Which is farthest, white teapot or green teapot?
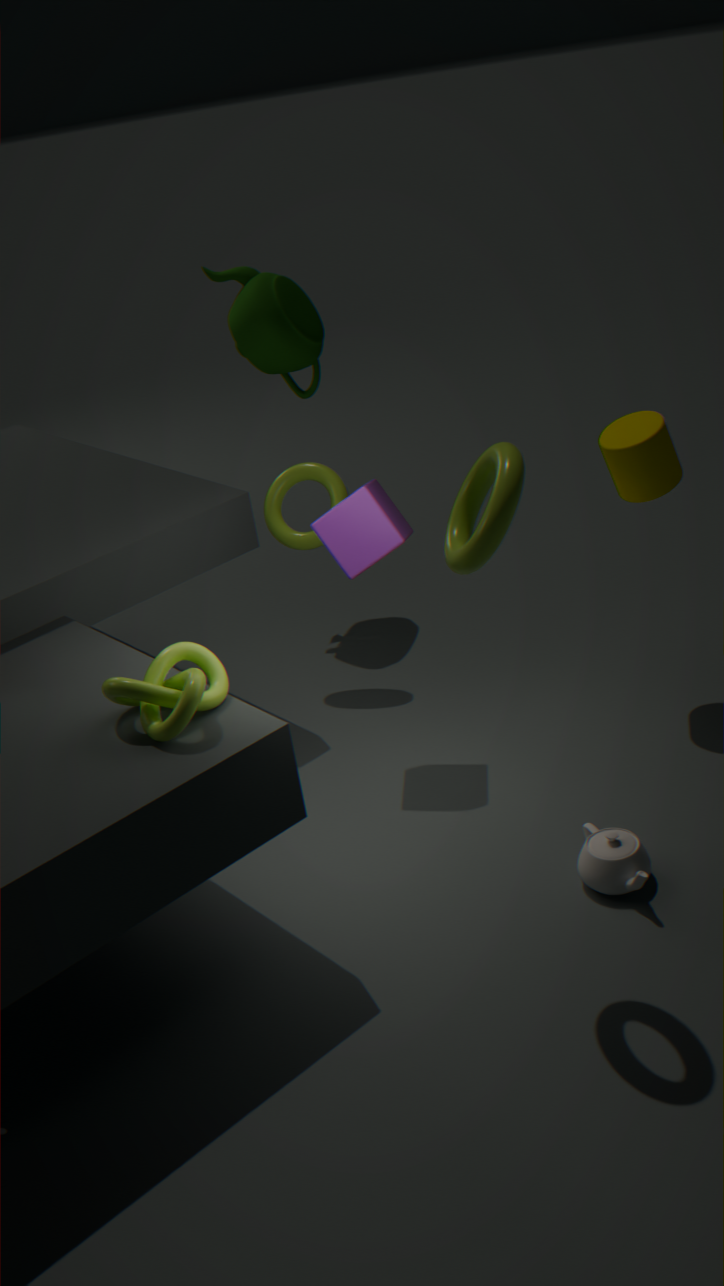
green teapot
